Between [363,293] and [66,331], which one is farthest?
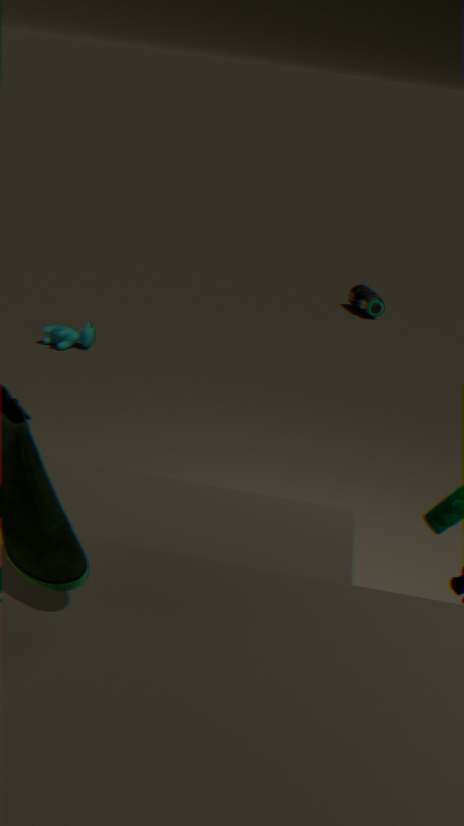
[363,293]
